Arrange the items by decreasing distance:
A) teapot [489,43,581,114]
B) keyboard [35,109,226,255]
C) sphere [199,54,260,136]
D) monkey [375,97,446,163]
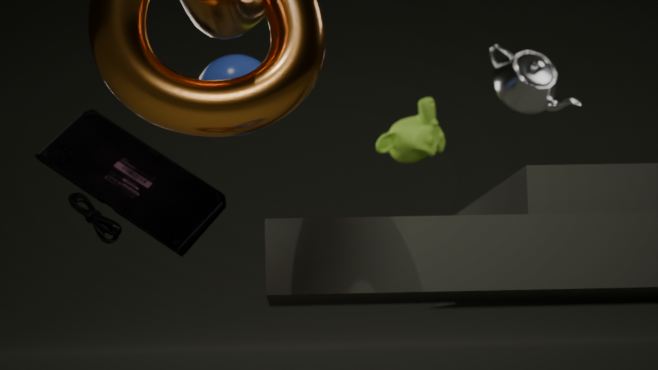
monkey [375,97,446,163] < teapot [489,43,581,114] < sphere [199,54,260,136] < keyboard [35,109,226,255]
